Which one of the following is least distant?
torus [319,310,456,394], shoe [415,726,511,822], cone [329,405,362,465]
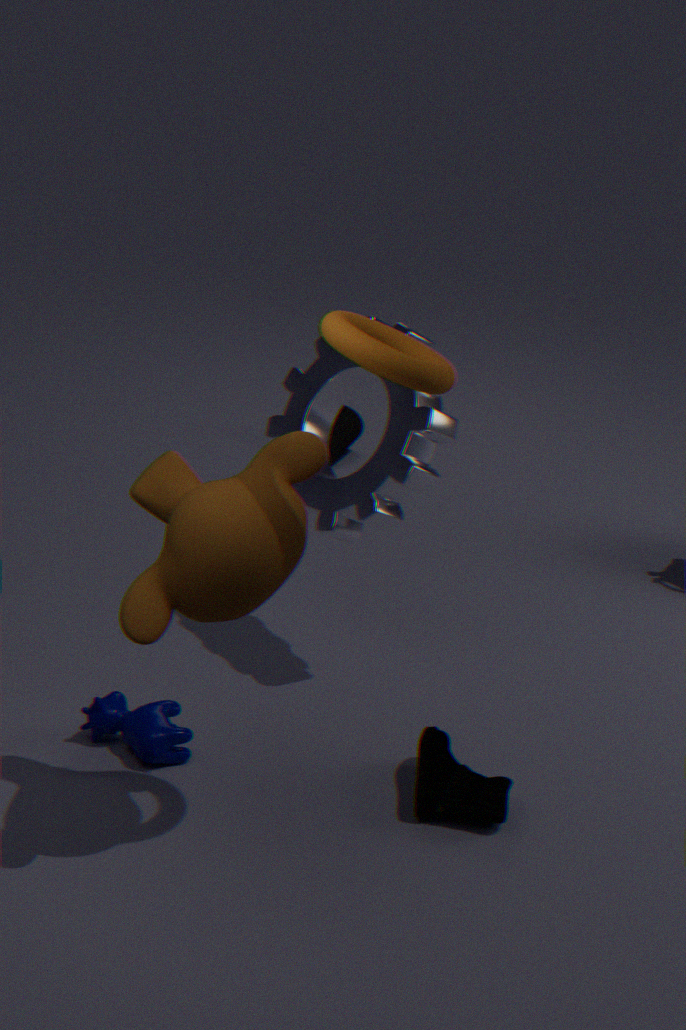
torus [319,310,456,394]
